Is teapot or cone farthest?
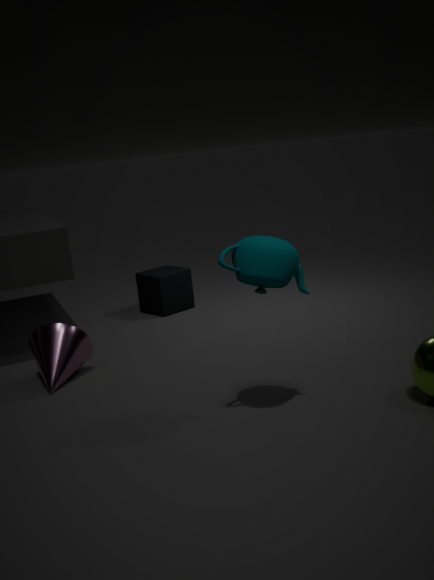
cone
